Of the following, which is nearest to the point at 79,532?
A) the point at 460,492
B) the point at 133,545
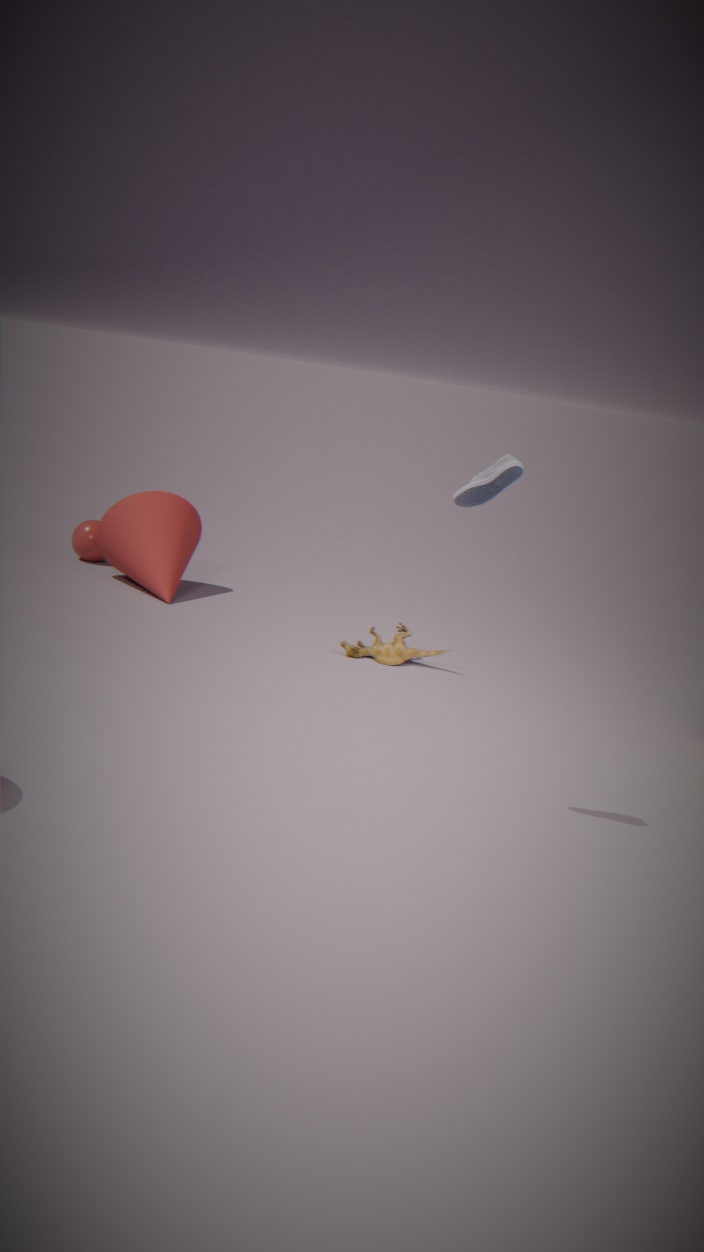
the point at 133,545
